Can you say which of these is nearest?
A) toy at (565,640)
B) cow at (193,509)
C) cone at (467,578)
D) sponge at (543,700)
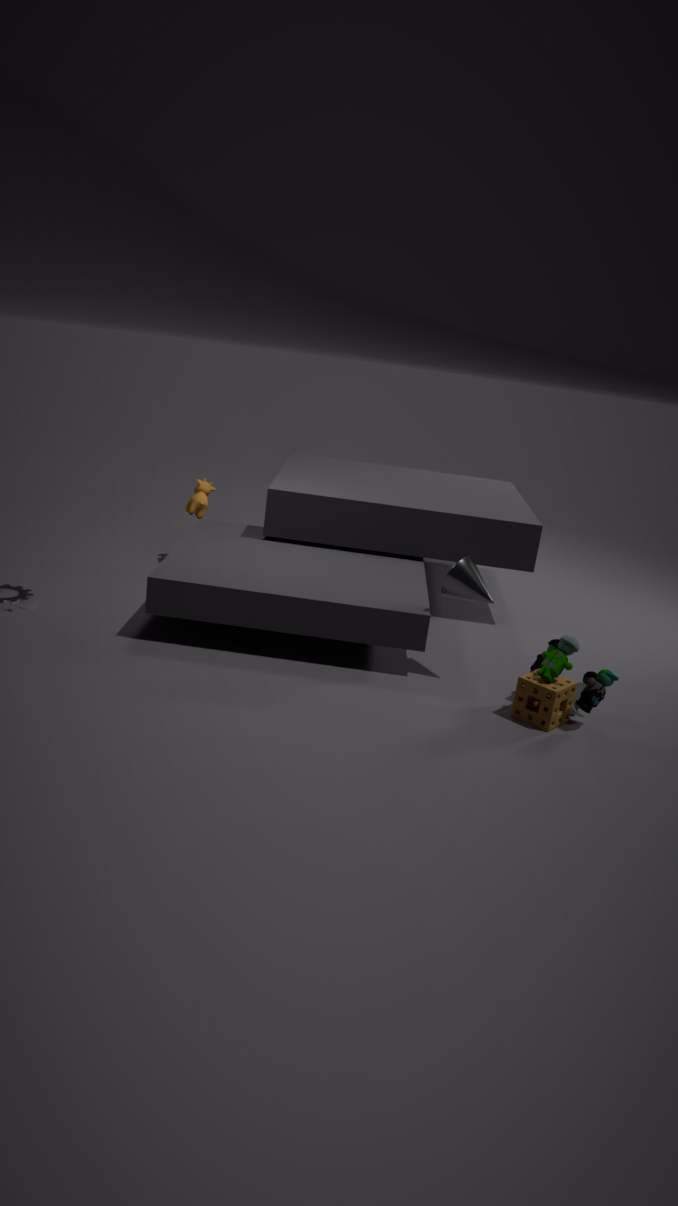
sponge at (543,700)
